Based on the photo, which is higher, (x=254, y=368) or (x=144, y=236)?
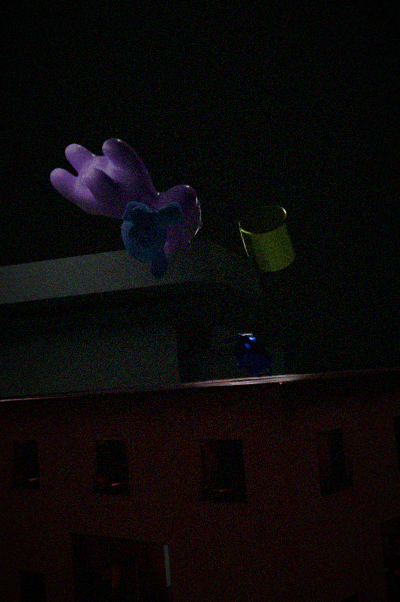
(x=144, y=236)
